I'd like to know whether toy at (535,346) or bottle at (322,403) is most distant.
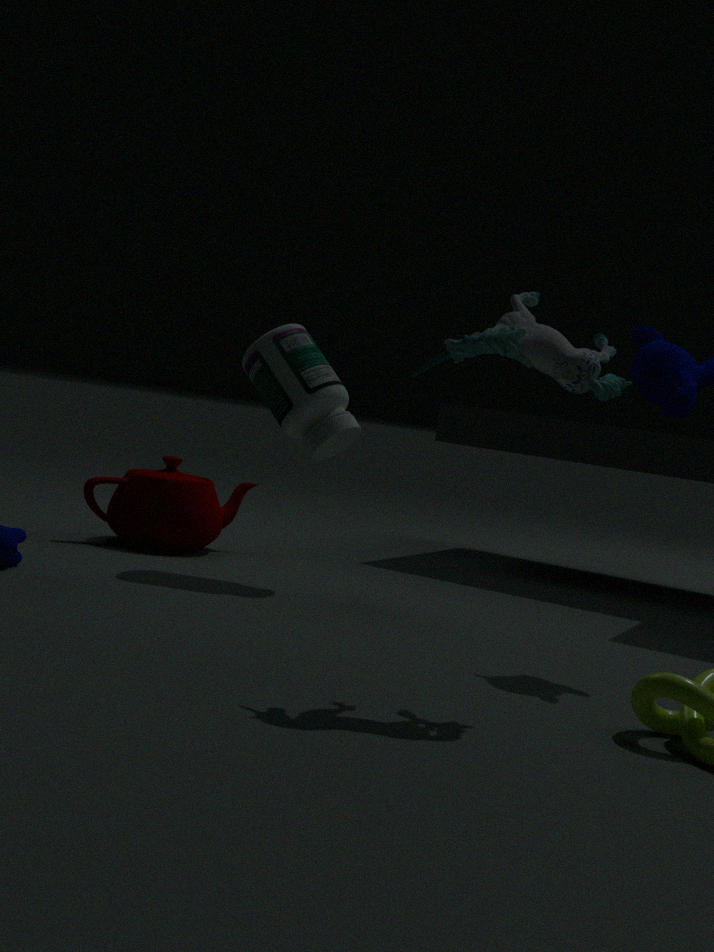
bottle at (322,403)
